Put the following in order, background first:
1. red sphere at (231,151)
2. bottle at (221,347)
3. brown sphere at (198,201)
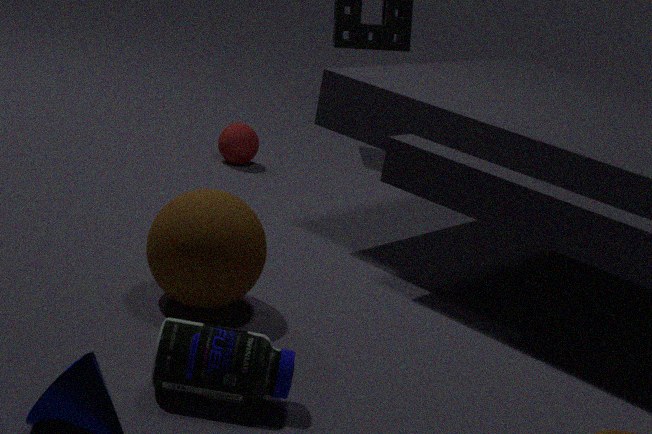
red sphere at (231,151) < brown sphere at (198,201) < bottle at (221,347)
